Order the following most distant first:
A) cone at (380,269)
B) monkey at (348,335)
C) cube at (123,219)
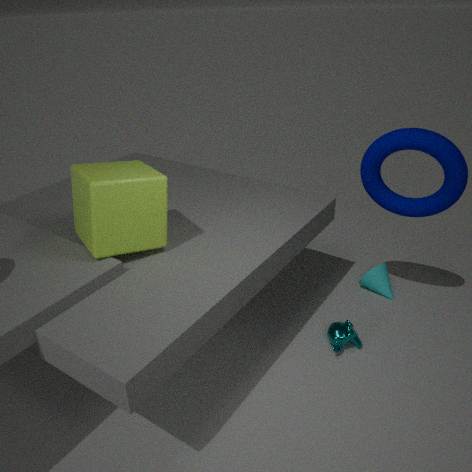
cone at (380,269) → monkey at (348,335) → cube at (123,219)
